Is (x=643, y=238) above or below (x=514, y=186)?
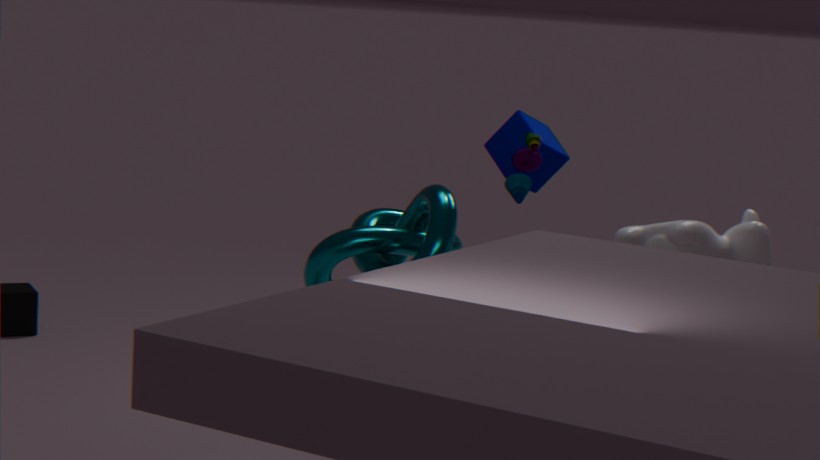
below
